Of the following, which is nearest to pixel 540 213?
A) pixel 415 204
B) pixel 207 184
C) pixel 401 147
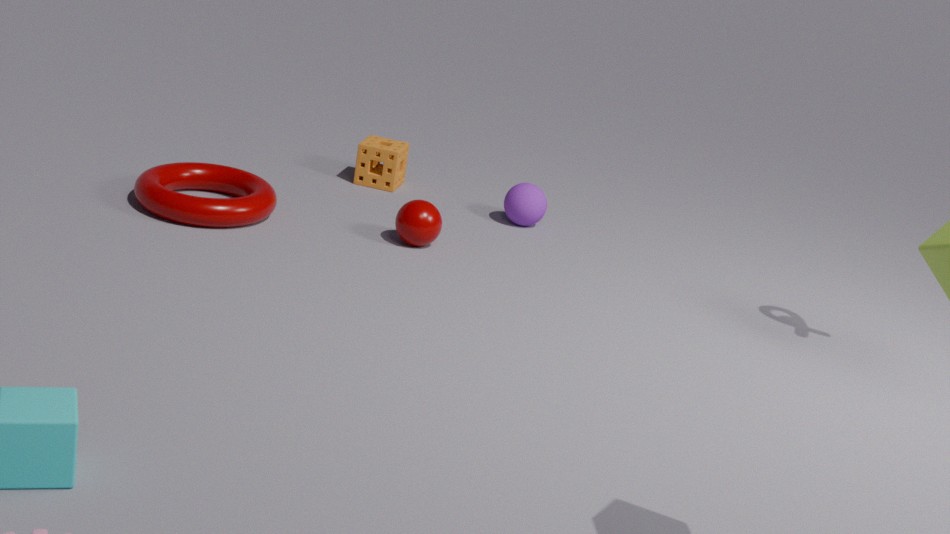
pixel 415 204
